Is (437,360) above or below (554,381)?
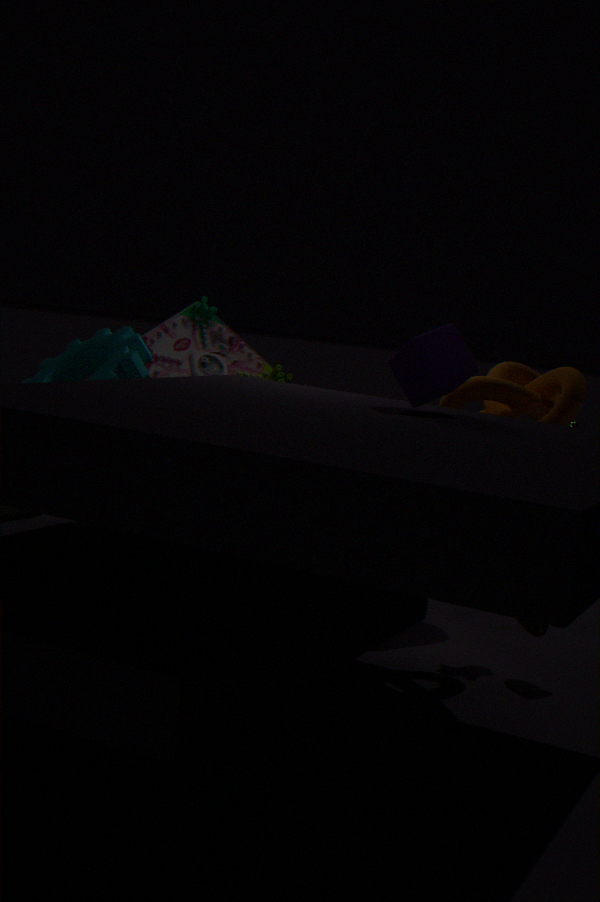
above
